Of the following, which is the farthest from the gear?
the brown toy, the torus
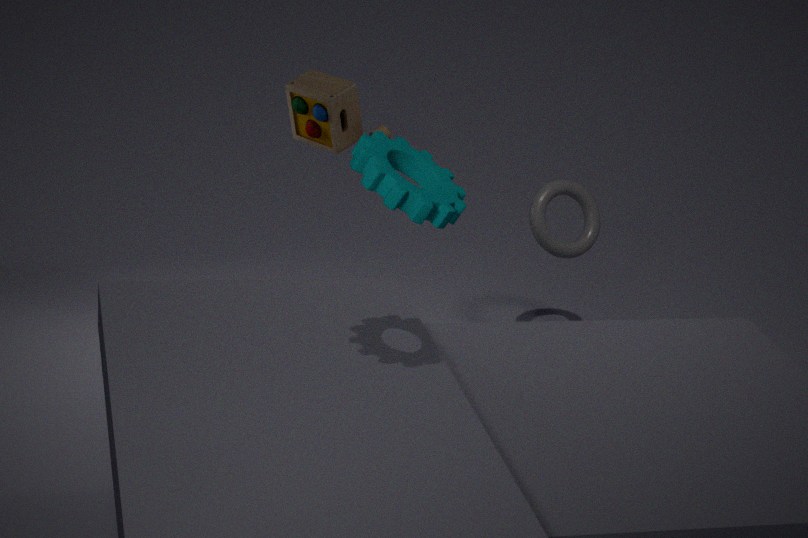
the torus
